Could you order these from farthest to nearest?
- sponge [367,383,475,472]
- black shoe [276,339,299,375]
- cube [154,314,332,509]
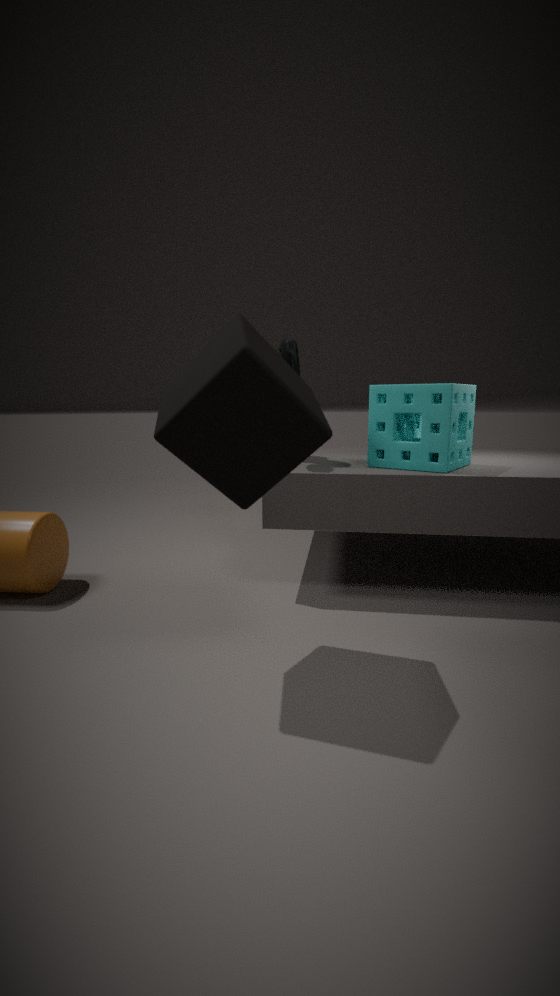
black shoe [276,339,299,375] < sponge [367,383,475,472] < cube [154,314,332,509]
